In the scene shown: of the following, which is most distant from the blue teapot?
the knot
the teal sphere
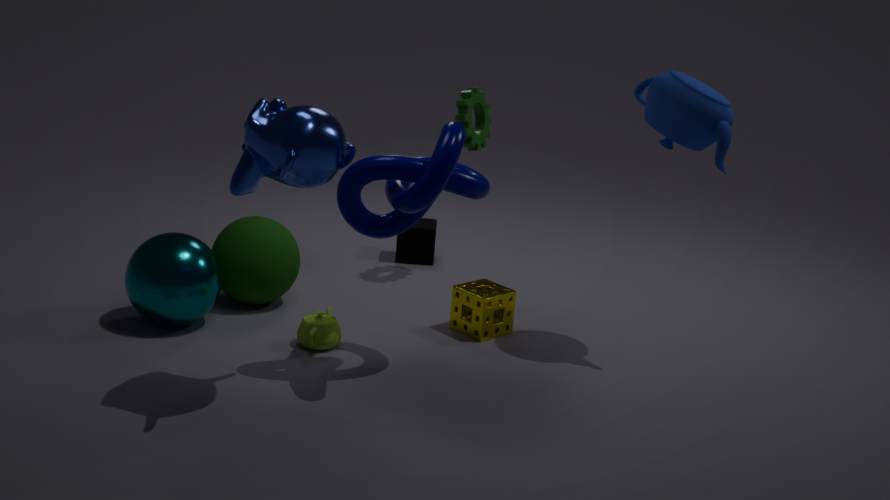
the teal sphere
